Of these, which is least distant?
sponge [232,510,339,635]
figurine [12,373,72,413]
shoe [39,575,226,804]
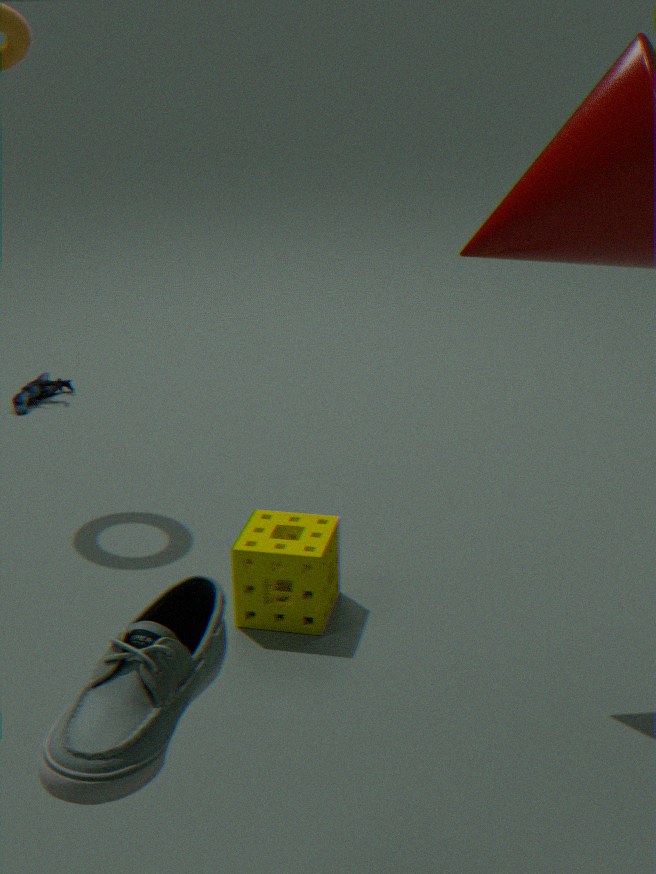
shoe [39,575,226,804]
